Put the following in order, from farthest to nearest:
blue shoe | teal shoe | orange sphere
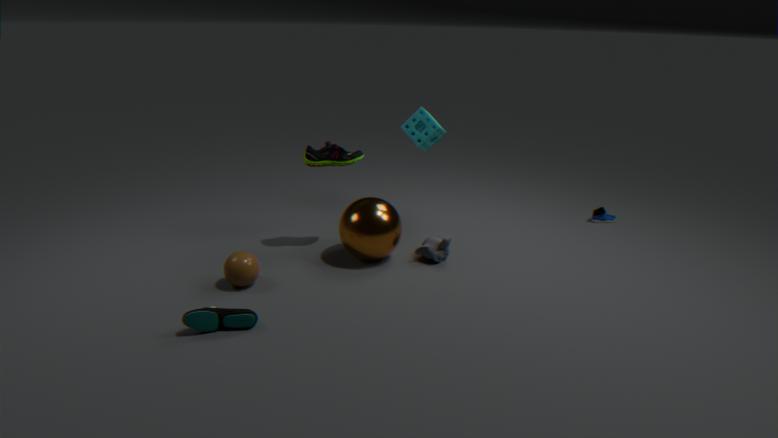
blue shoe, orange sphere, teal shoe
